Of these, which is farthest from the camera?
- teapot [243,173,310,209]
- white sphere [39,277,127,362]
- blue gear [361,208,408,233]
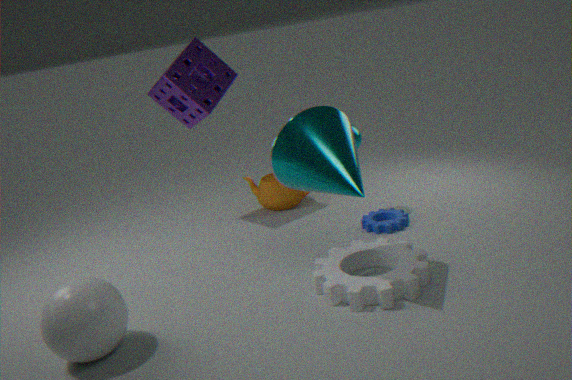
teapot [243,173,310,209]
